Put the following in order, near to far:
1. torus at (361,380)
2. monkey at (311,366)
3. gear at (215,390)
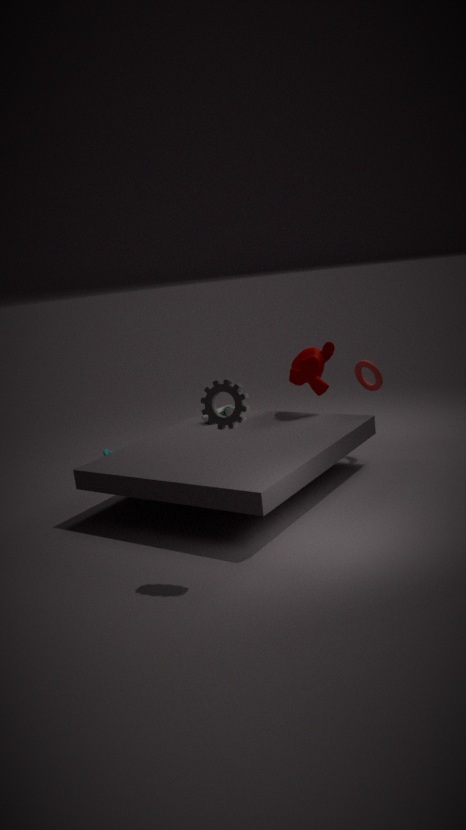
1. gear at (215,390)
2. torus at (361,380)
3. monkey at (311,366)
